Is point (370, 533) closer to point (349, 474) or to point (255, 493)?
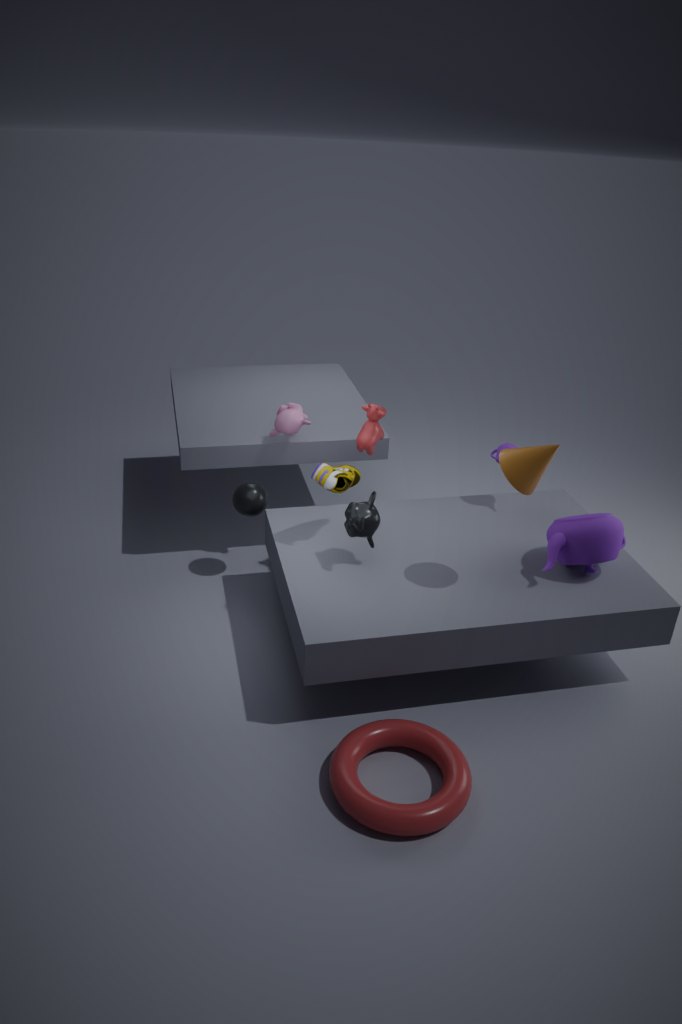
point (349, 474)
